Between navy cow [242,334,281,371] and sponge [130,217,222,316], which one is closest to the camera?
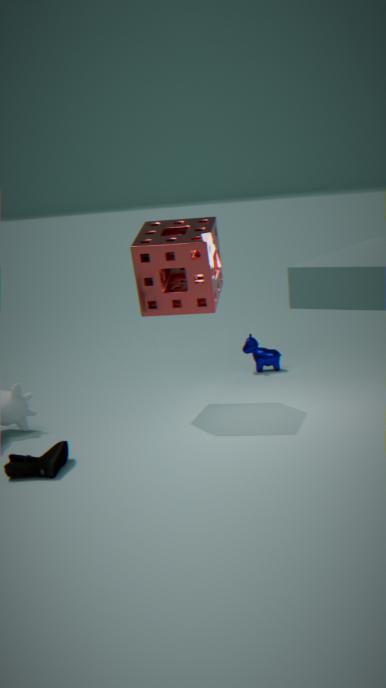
sponge [130,217,222,316]
